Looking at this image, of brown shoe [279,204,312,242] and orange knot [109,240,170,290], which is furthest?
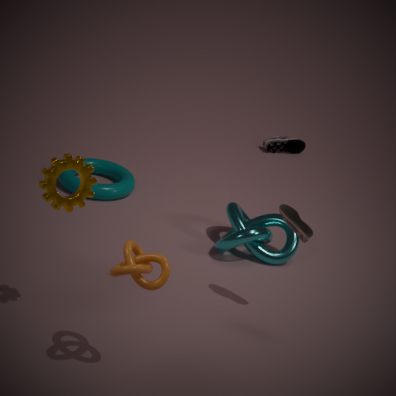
brown shoe [279,204,312,242]
